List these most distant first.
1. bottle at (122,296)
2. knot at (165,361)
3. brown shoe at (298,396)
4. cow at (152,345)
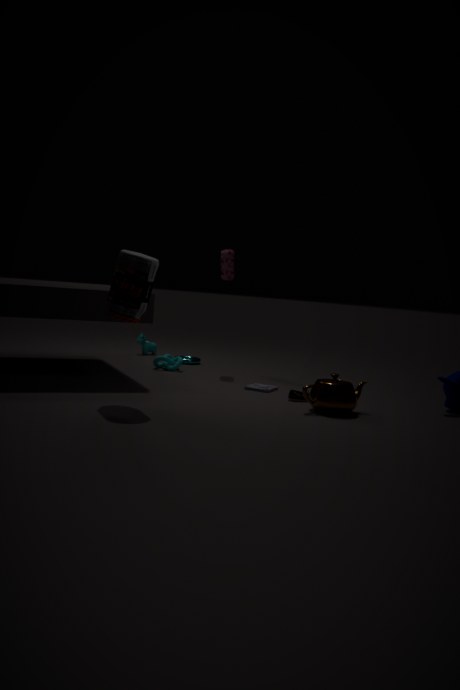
cow at (152,345)
knot at (165,361)
brown shoe at (298,396)
bottle at (122,296)
